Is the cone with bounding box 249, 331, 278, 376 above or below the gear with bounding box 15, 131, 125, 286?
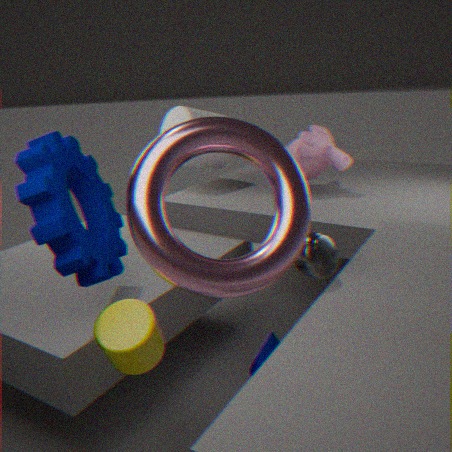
below
